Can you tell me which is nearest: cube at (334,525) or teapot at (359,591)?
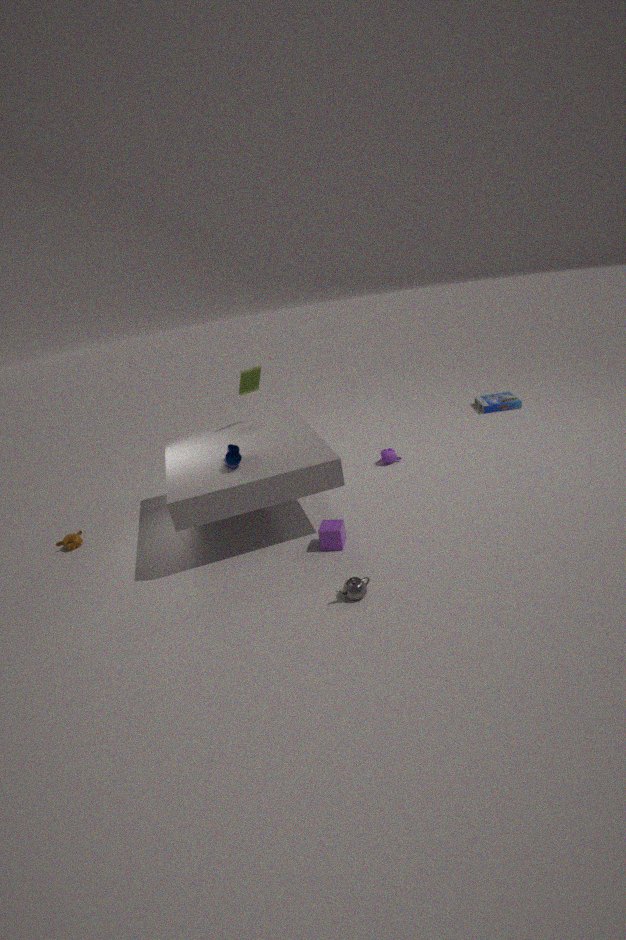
teapot at (359,591)
